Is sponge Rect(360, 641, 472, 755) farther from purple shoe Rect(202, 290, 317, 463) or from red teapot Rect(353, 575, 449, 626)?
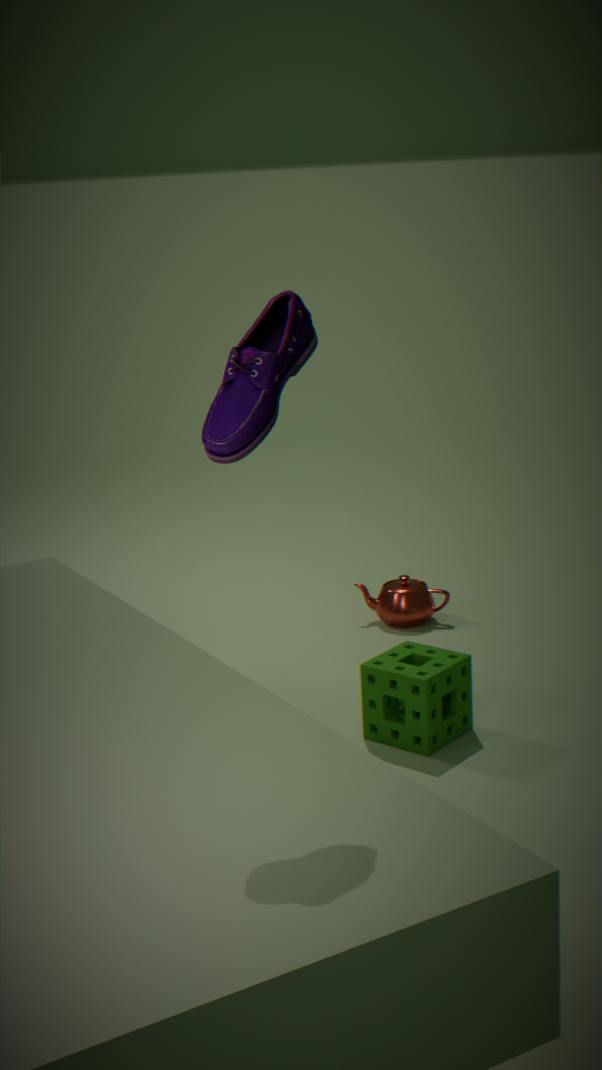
purple shoe Rect(202, 290, 317, 463)
